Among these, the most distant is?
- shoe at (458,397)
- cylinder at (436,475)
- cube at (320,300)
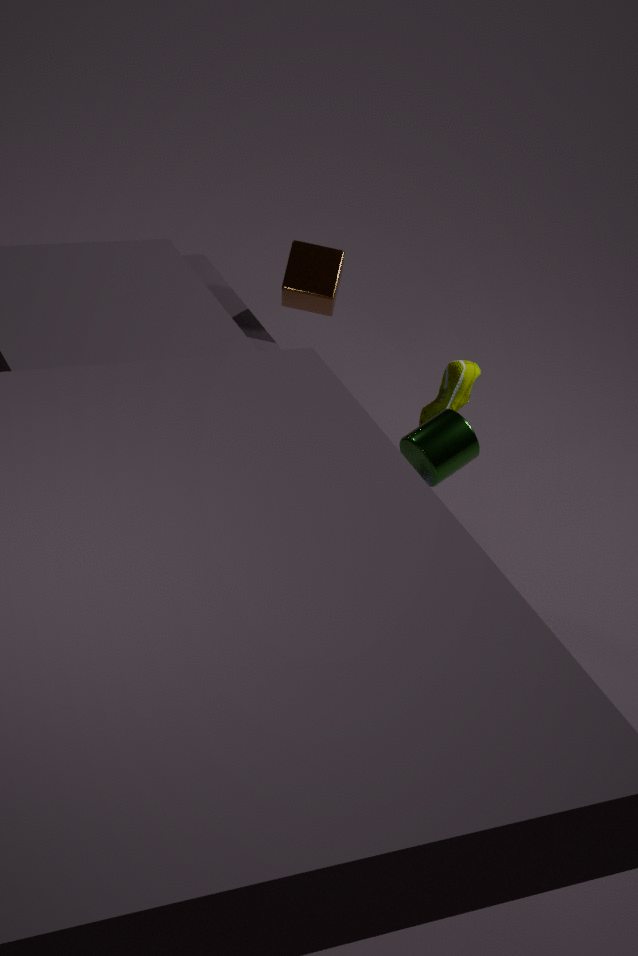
cube at (320,300)
